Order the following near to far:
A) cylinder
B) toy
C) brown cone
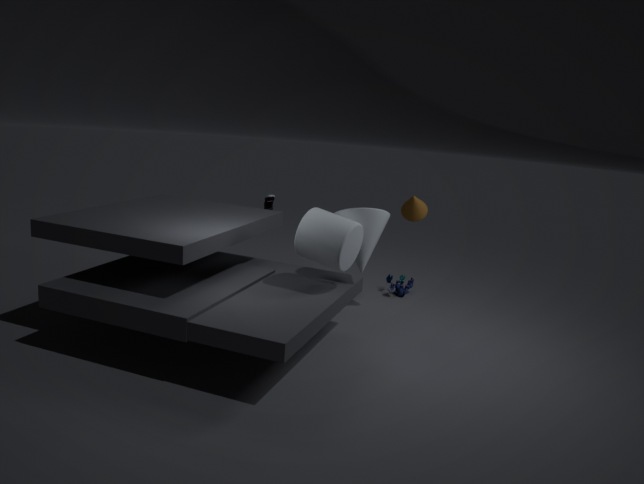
cylinder
brown cone
toy
